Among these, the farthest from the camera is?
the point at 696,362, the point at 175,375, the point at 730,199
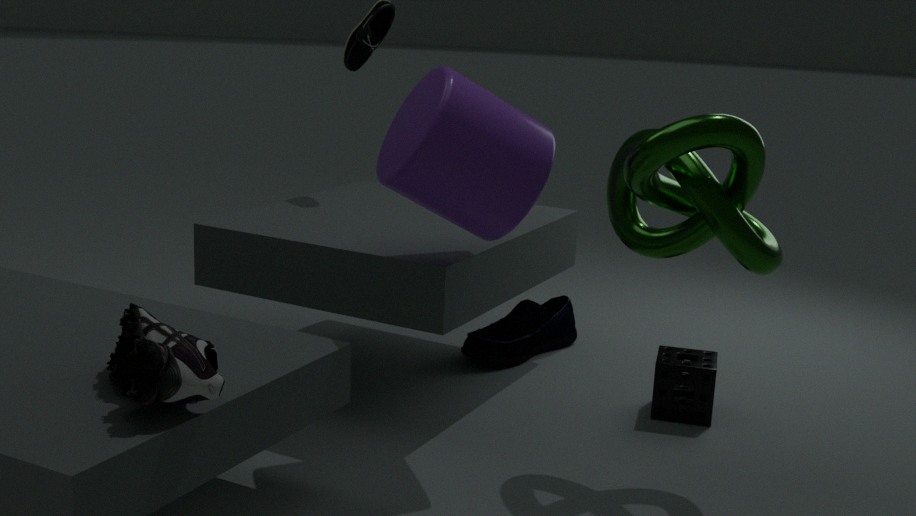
the point at 696,362
